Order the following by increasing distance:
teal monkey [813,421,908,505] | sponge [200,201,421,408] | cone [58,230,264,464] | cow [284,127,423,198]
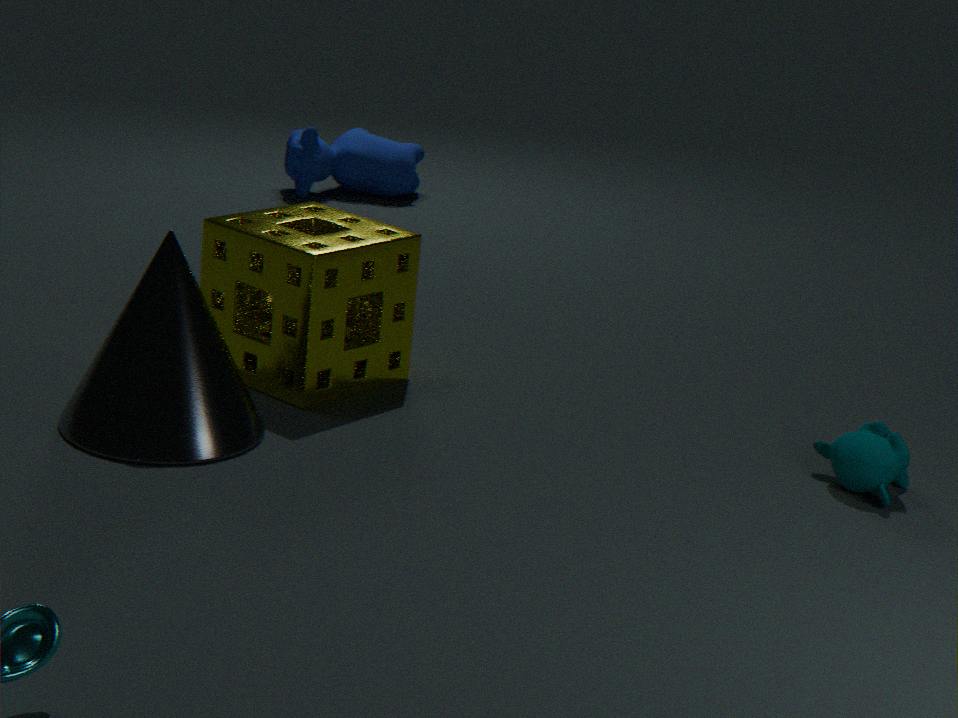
1. cone [58,230,264,464]
2. teal monkey [813,421,908,505]
3. sponge [200,201,421,408]
4. cow [284,127,423,198]
